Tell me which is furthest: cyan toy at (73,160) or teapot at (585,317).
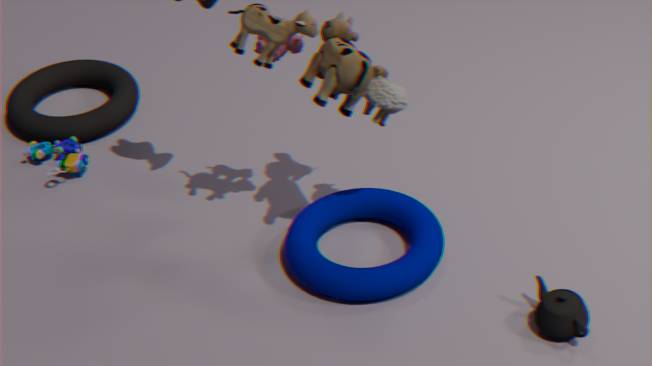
cyan toy at (73,160)
